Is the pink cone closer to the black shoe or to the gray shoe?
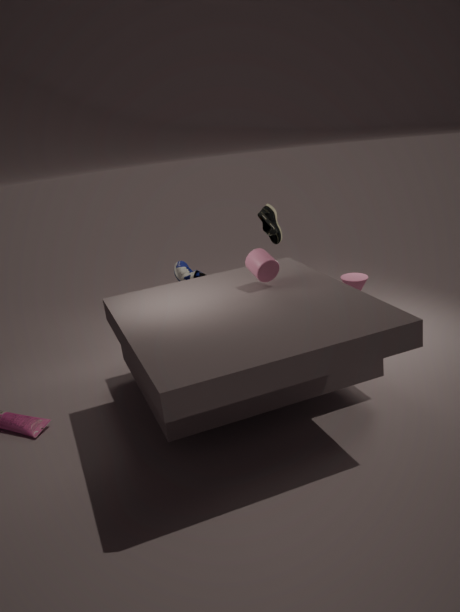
the black shoe
